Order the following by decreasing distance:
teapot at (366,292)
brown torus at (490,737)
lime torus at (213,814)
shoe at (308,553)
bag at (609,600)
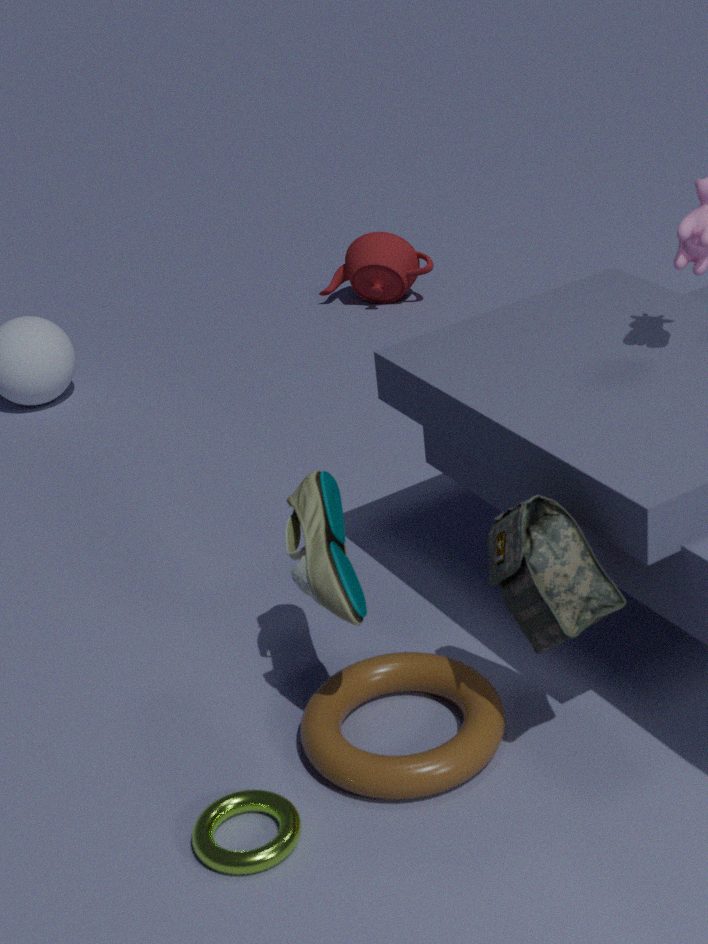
teapot at (366,292) < brown torus at (490,737) < shoe at (308,553) < lime torus at (213,814) < bag at (609,600)
